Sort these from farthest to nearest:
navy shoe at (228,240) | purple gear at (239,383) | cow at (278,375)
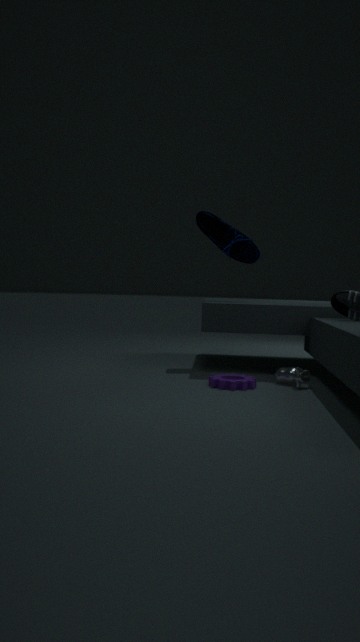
navy shoe at (228,240), cow at (278,375), purple gear at (239,383)
